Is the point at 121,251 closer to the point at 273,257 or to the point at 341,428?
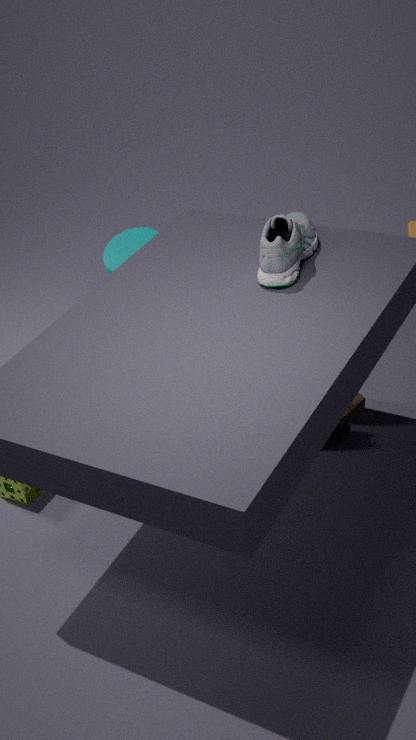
the point at 273,257
